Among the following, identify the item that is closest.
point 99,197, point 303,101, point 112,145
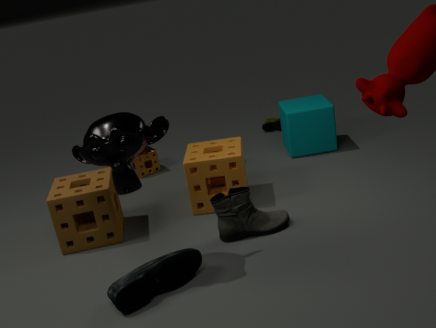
point 112,145
